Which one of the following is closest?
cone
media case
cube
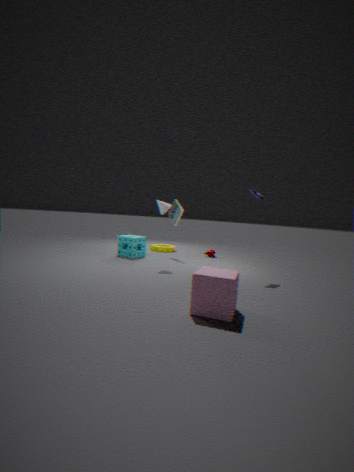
cube
